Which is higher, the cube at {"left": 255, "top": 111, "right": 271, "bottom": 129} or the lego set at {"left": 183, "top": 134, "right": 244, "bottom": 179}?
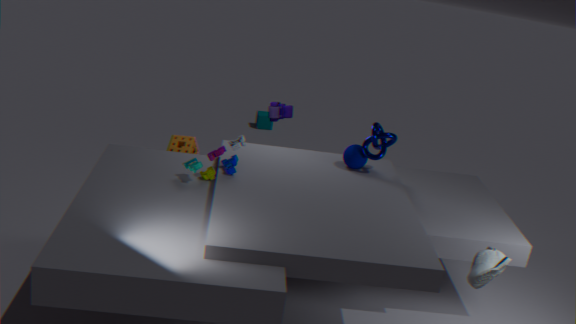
the lego set at {"left": 183, "top": 134, "right": 244, "bottom": 179}
